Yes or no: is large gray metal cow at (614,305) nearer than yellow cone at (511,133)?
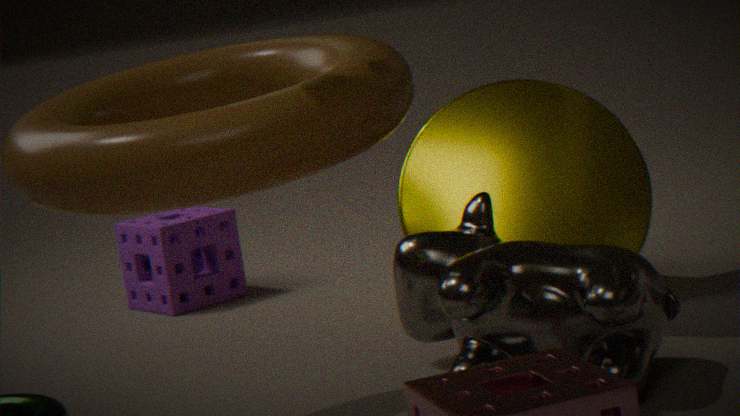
Yes
